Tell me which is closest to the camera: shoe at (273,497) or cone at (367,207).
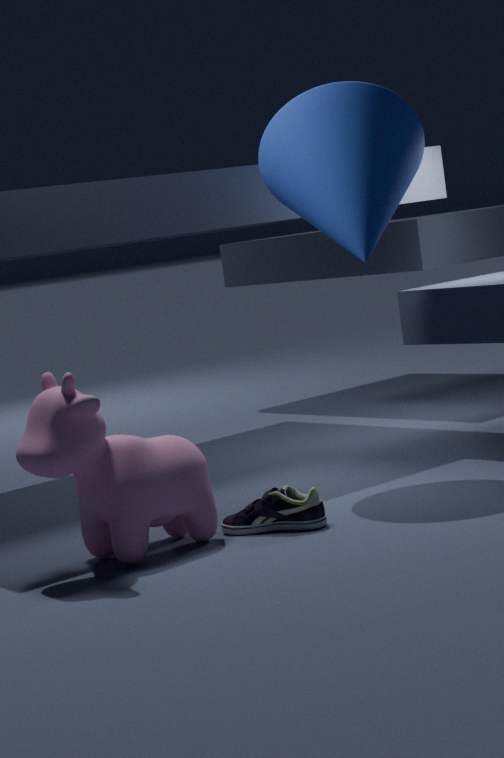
shoe at (273,497)
